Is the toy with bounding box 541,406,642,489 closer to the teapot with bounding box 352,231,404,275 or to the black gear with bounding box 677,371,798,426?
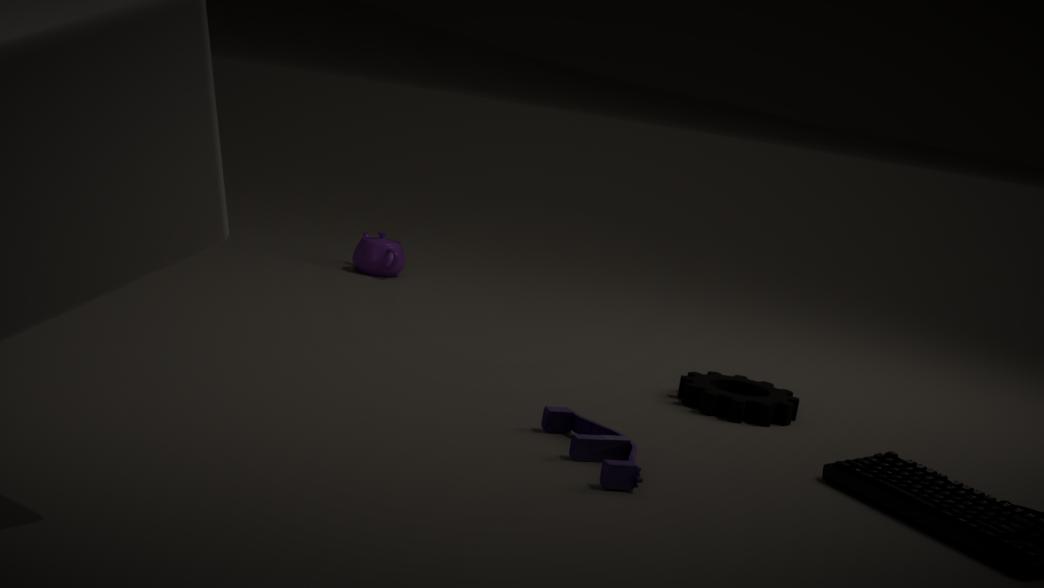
the black gear with bounding box 677,371,798,426
